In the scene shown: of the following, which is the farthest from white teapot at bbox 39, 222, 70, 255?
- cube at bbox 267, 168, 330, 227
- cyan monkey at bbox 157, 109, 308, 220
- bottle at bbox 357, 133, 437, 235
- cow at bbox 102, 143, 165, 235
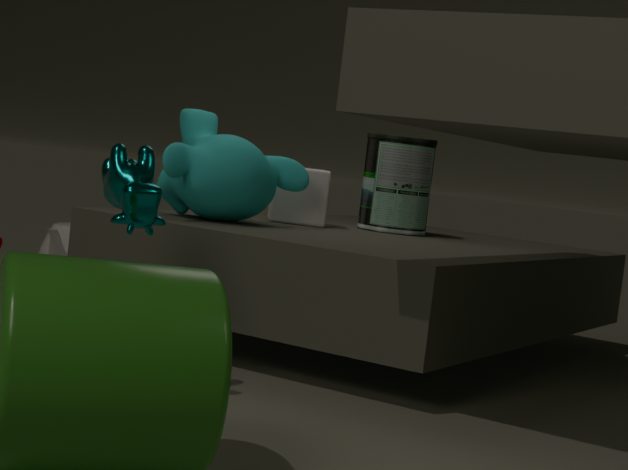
cow at bbox 102, 143, 165, 235
